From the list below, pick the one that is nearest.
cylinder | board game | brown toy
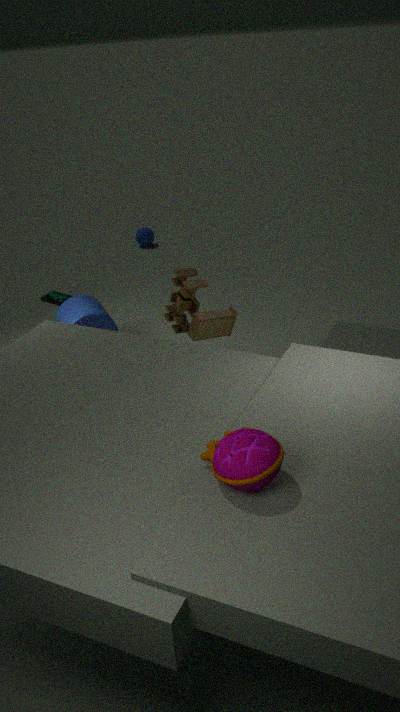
brown toy
